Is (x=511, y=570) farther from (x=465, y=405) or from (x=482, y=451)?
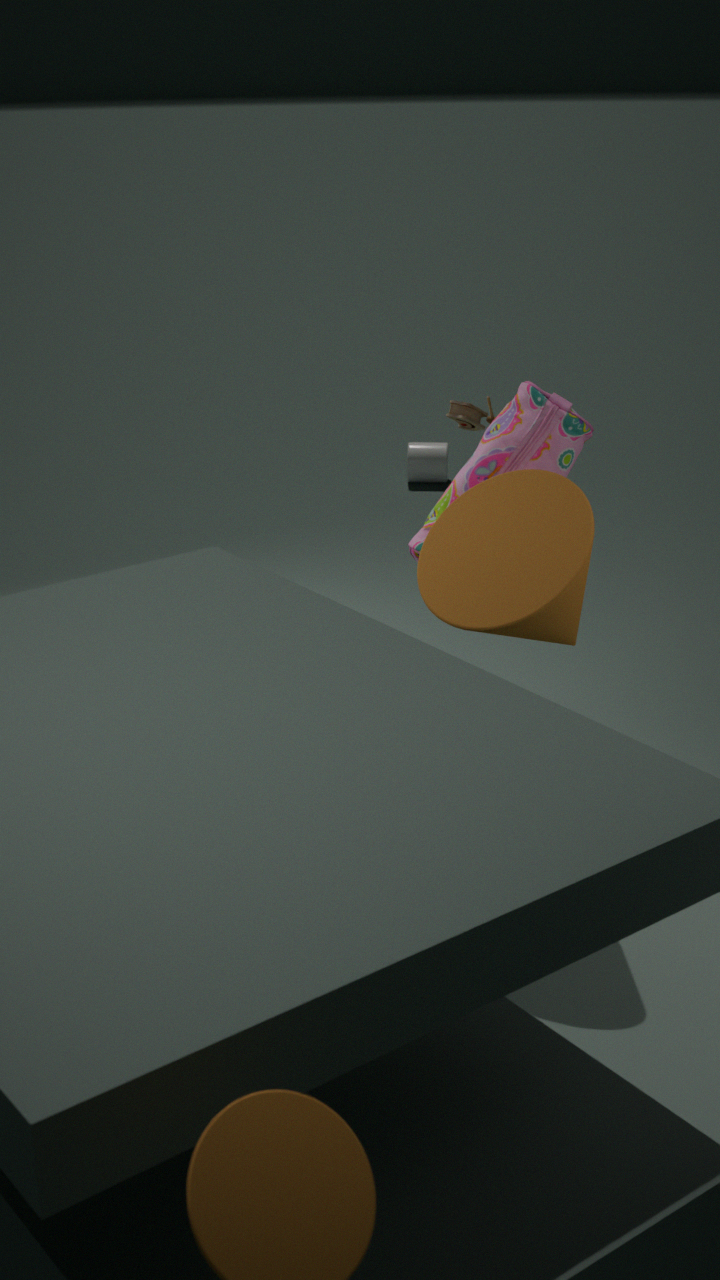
(x=465, y=405)
